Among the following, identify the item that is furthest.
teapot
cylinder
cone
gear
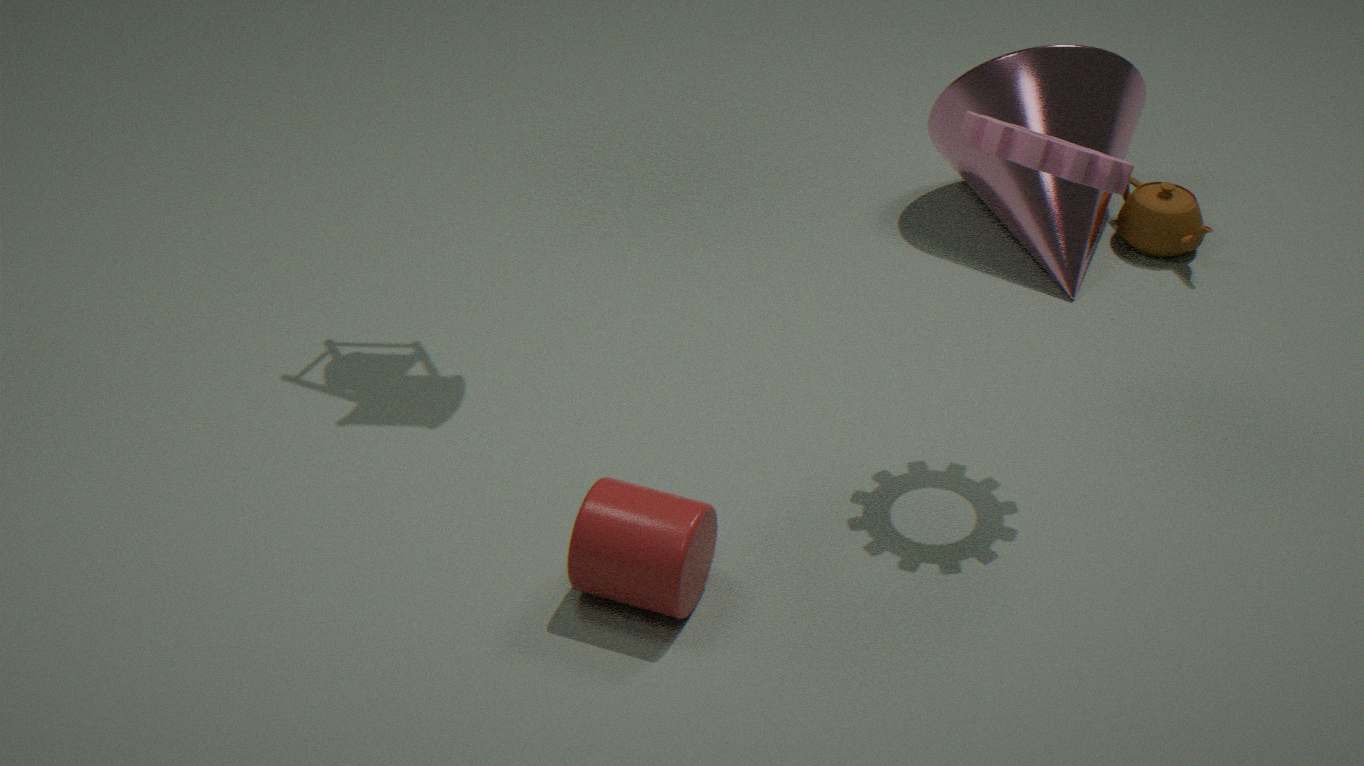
teapot
